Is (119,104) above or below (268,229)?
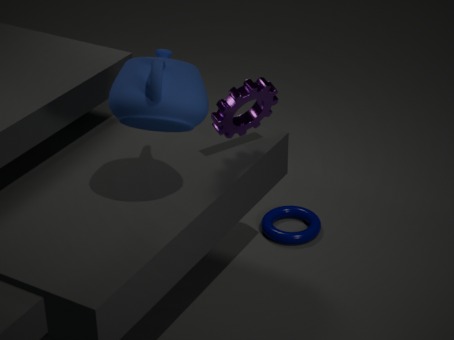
above
